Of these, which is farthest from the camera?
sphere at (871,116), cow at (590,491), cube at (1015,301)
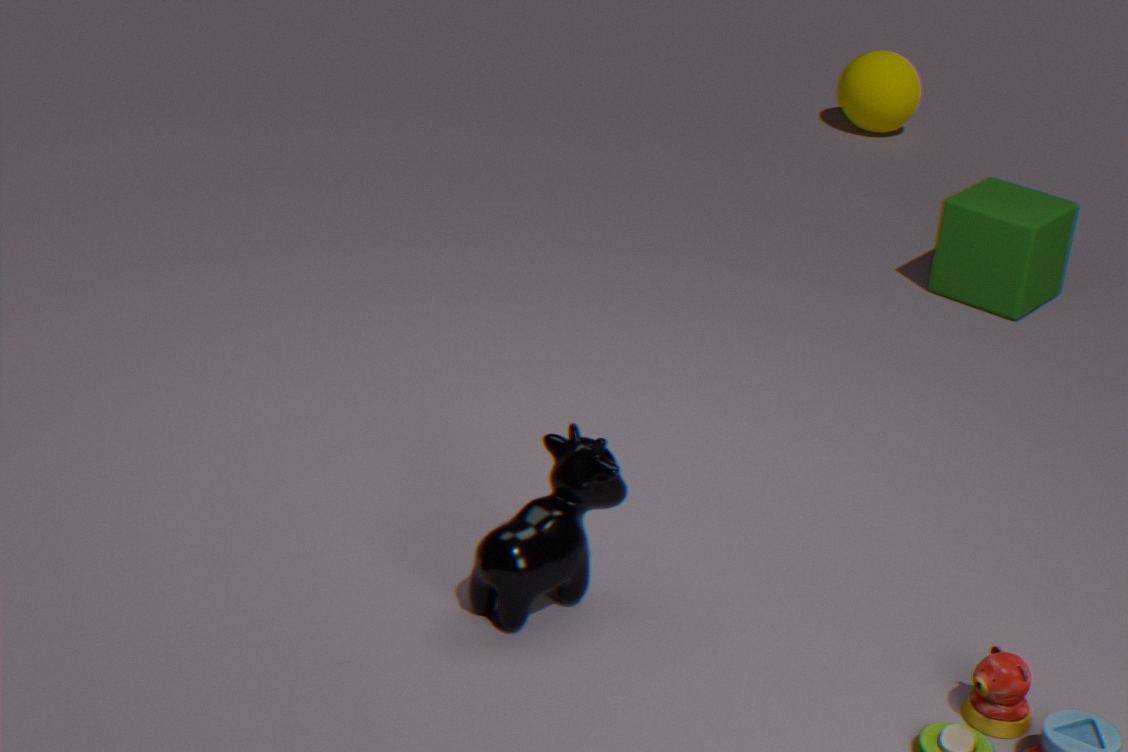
sphere at (871,116)
